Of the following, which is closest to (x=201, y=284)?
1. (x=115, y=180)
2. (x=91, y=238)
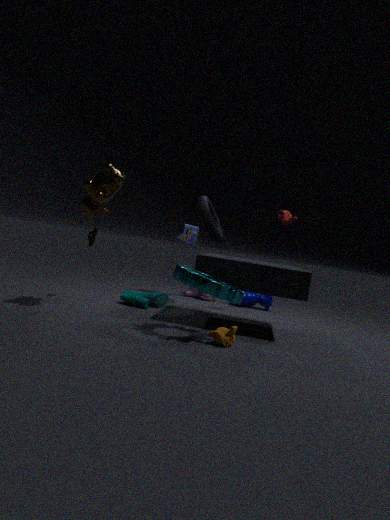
(x=115, y=180)
